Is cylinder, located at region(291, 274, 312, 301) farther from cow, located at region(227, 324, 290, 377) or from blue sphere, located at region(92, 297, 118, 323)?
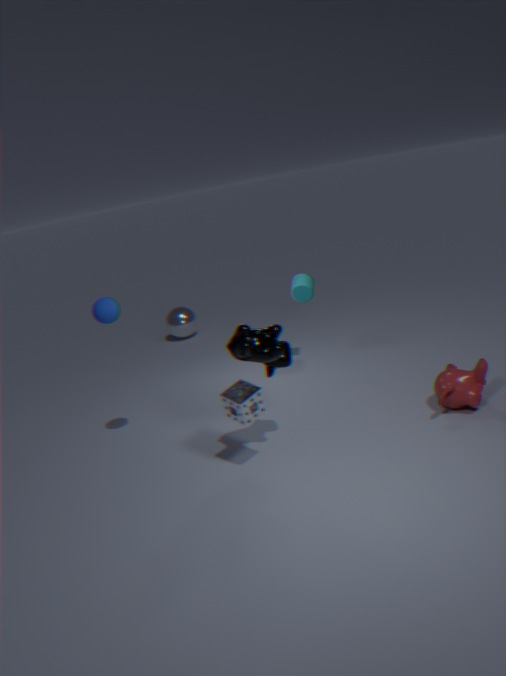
blue sphere, located at region(92, 297, 118, 323)
